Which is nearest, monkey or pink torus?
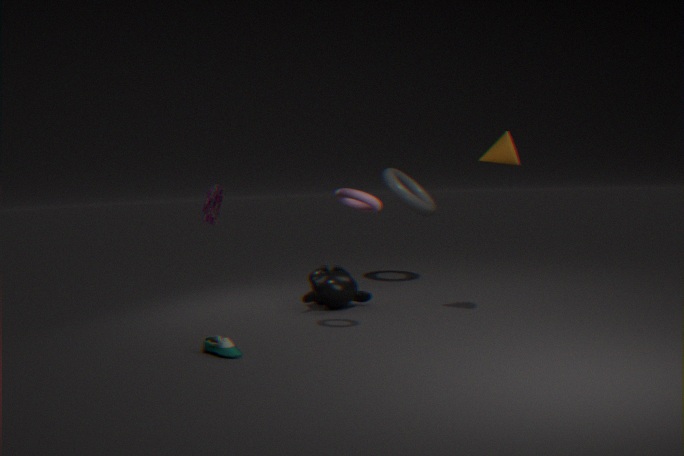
pink torus
